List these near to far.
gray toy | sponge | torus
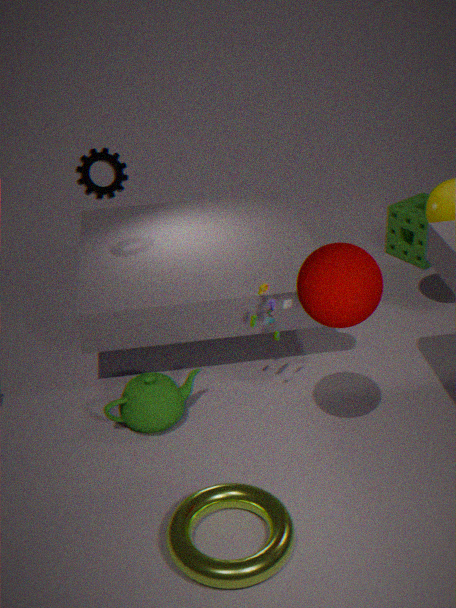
torus → gray toy → sponge
